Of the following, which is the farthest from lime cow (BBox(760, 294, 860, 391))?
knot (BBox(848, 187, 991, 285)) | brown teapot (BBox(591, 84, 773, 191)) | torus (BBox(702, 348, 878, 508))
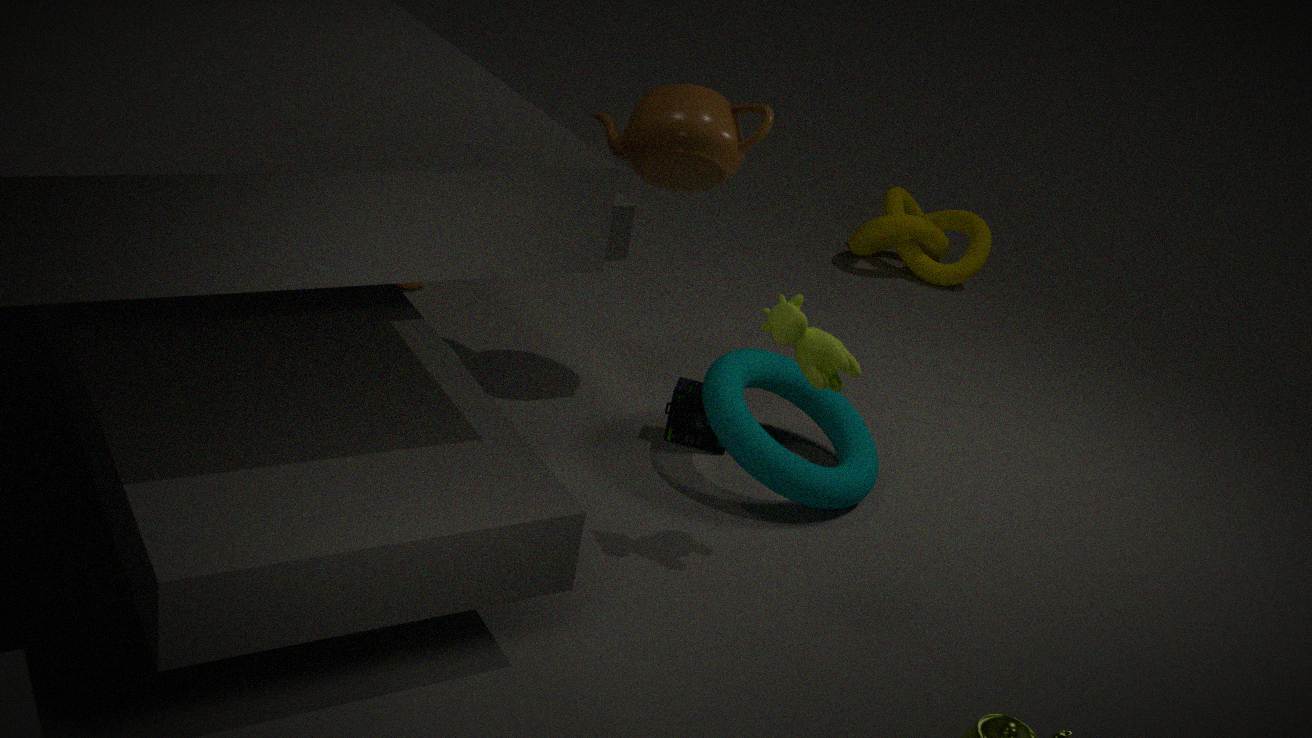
knot (BBox(848, 187, 991, 285))
